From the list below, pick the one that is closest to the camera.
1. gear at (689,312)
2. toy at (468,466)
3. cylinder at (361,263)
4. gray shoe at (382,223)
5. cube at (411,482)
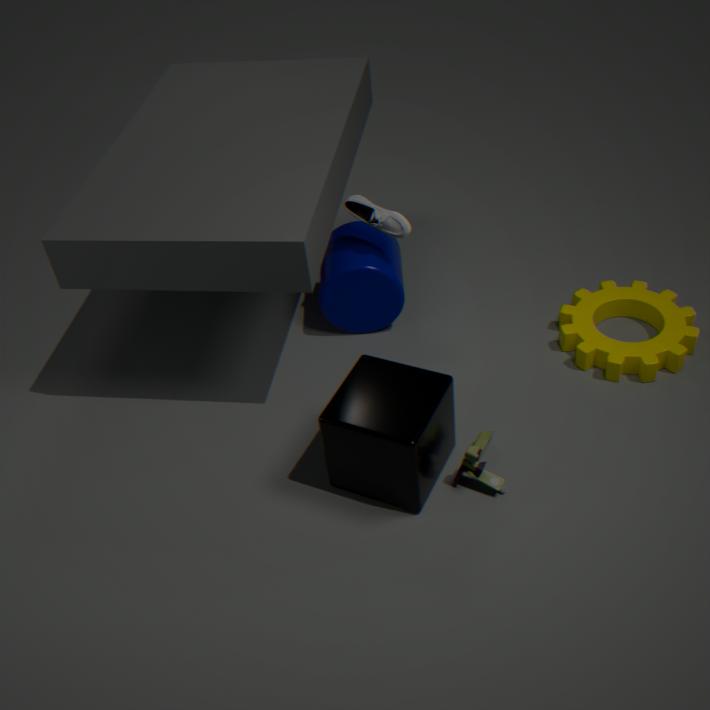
cube at (411,482)
